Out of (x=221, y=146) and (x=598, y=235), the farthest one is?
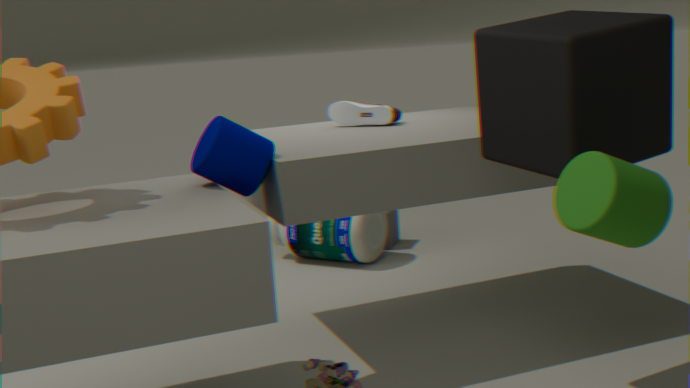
(x=221, y=146)
